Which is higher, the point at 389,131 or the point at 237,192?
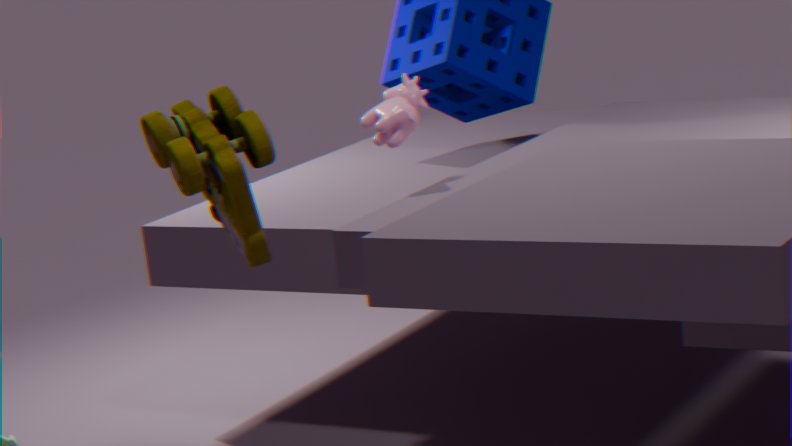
the point at 389,131
